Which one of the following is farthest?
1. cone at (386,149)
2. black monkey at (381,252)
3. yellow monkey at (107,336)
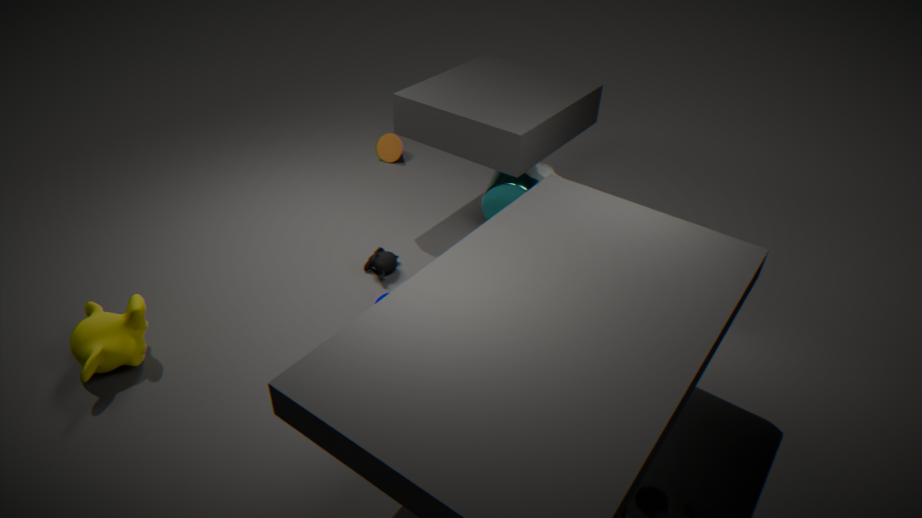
cone at (386,149)
